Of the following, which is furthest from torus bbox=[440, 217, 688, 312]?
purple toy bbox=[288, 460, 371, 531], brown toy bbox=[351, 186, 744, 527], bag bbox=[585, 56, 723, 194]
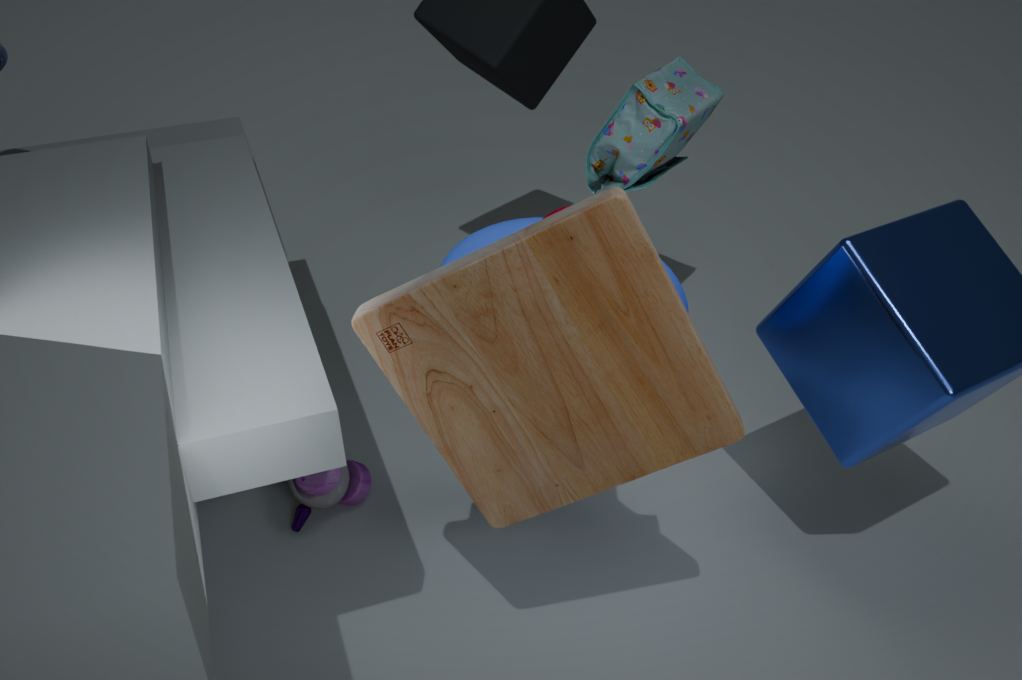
bag bbox=[585, 56, 723, 194]
